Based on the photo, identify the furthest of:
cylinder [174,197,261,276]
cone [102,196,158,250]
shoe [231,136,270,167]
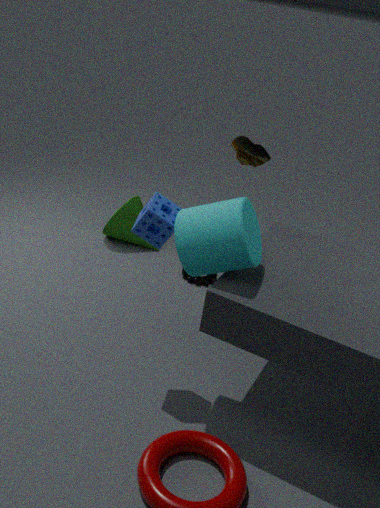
cone [102,196,158,250]
